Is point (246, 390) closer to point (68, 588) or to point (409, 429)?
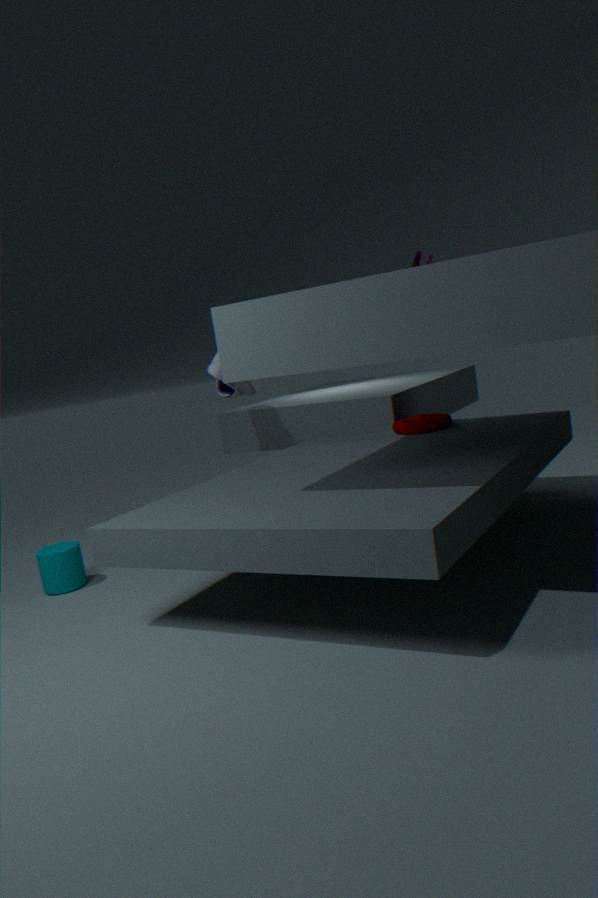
point (409, 429)
